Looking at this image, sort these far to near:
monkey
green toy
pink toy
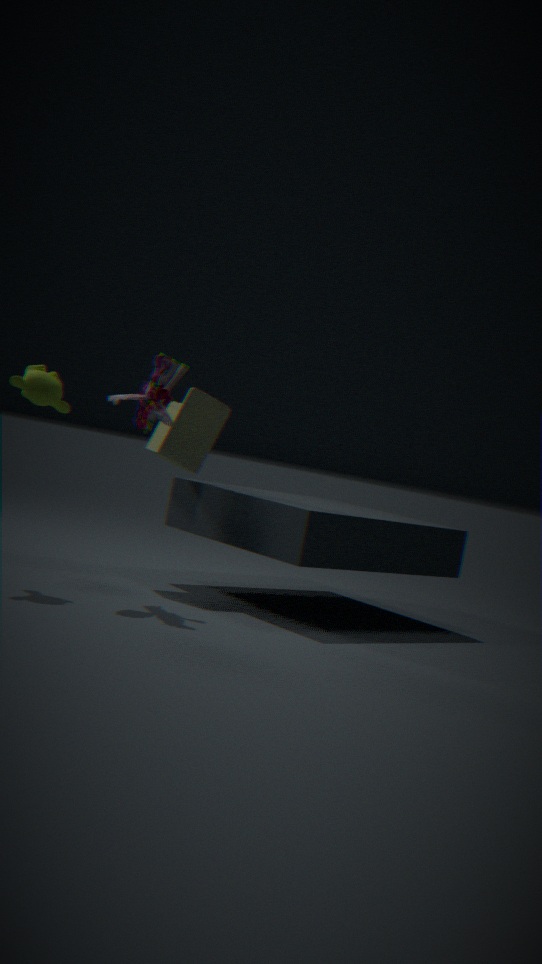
green toy < pink toy < monkey
